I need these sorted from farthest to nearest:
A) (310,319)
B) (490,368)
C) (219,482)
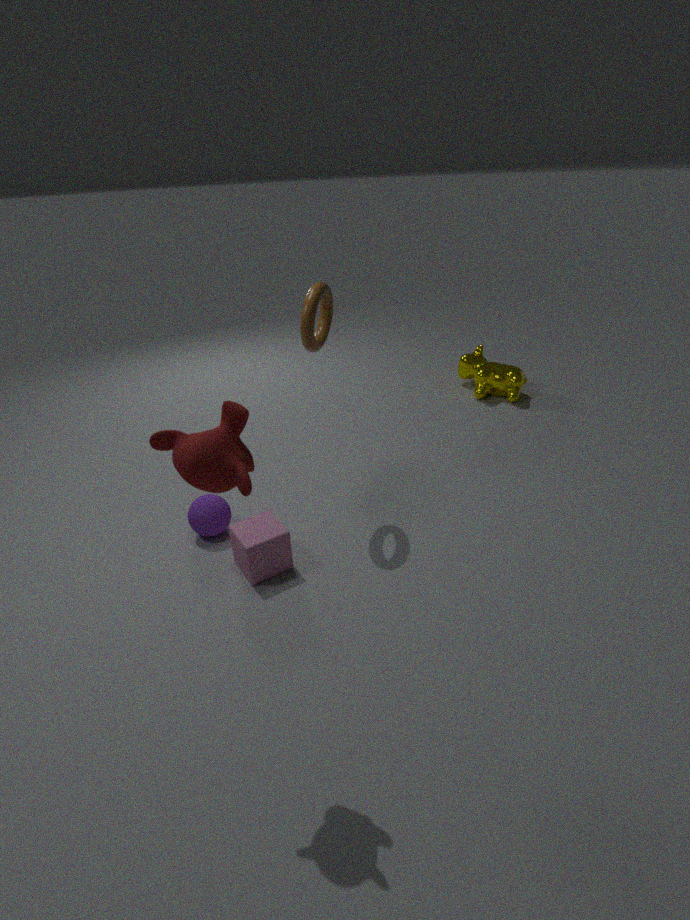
(490,368)
(310,319)
(219,482)
